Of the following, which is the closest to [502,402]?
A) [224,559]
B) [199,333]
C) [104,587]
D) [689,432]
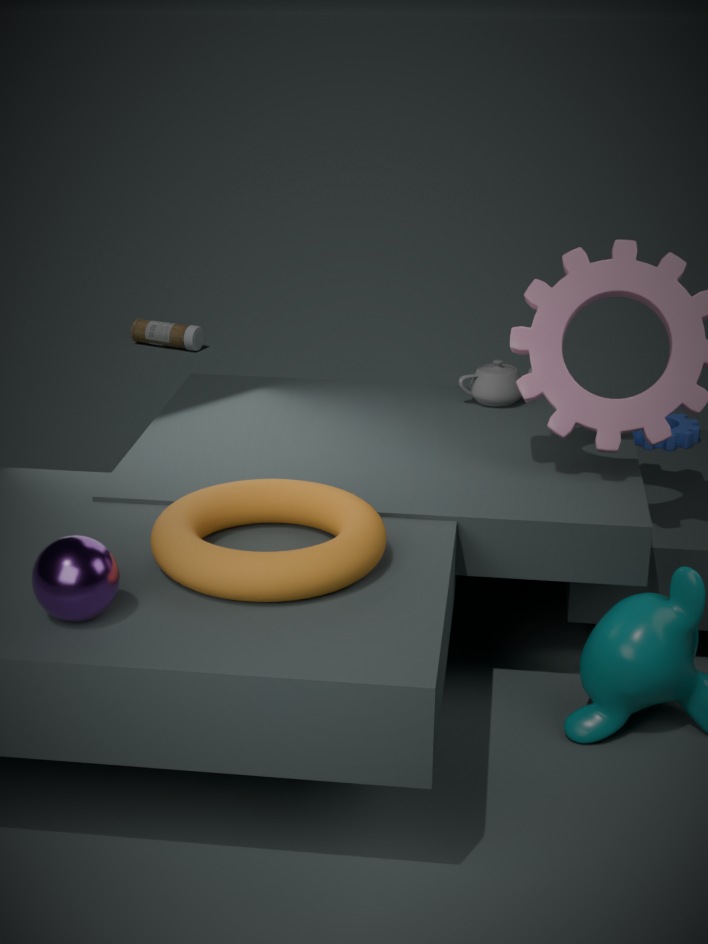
[689,432]
